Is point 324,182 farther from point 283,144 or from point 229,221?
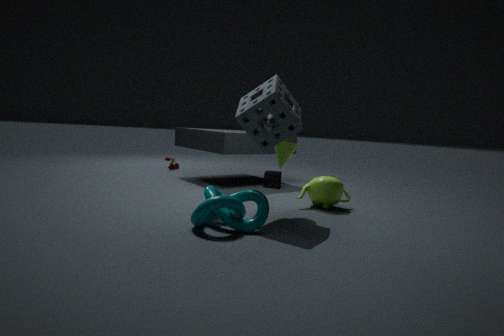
point 229,221
